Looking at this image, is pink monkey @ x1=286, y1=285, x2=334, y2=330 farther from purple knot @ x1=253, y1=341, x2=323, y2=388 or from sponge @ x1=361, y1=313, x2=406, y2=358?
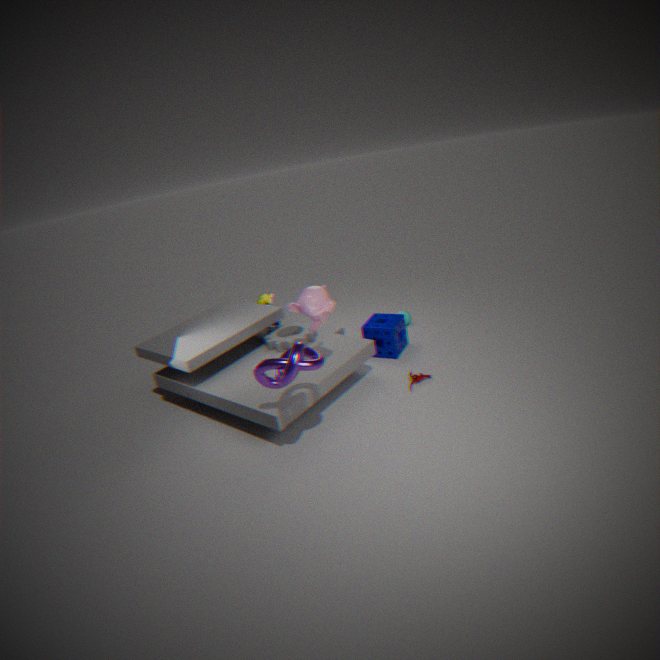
sponge @ x1=361, y1=313, x2=406, y2=358
